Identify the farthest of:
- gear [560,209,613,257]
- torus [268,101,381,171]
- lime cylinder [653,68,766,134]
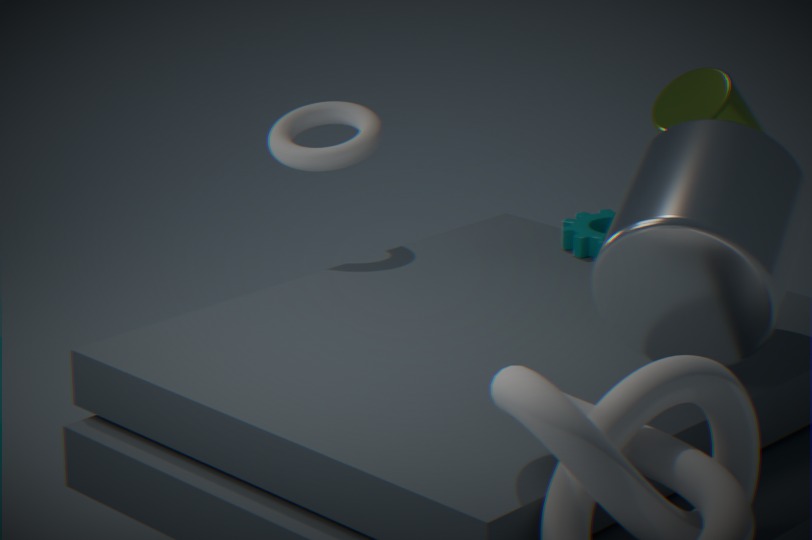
gear [560,209,613,257]
